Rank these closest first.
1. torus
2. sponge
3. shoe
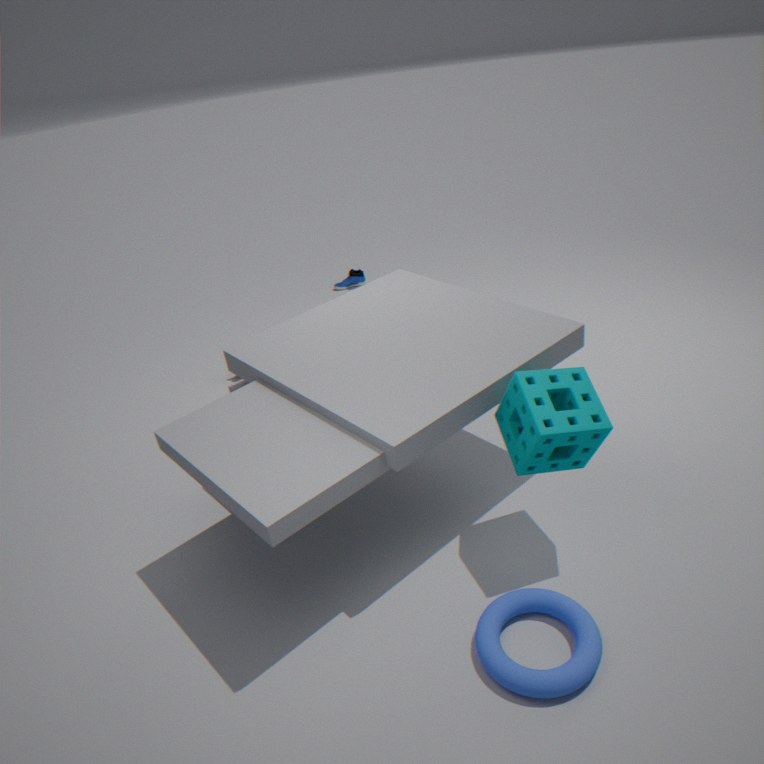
1. torus
2. sponge
3. shoe
